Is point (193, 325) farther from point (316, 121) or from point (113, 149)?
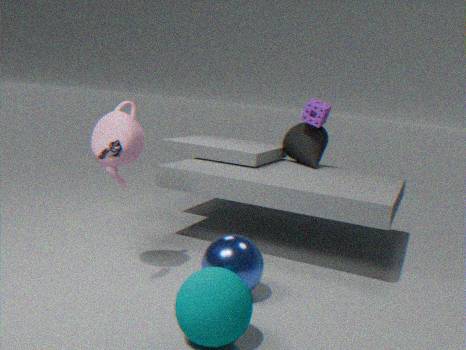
point (316, 121)
